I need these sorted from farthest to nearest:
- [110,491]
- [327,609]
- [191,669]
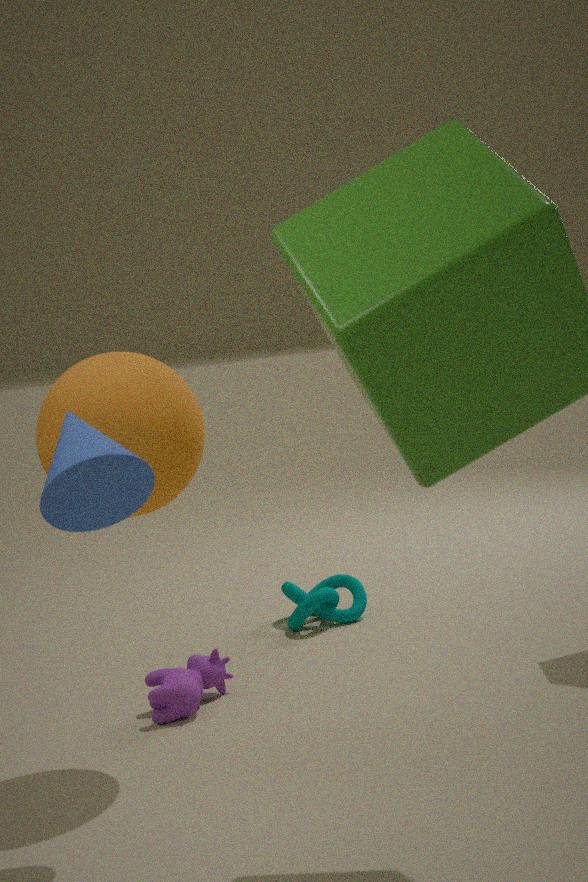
[327,609] < [191,669] < [110,491]
